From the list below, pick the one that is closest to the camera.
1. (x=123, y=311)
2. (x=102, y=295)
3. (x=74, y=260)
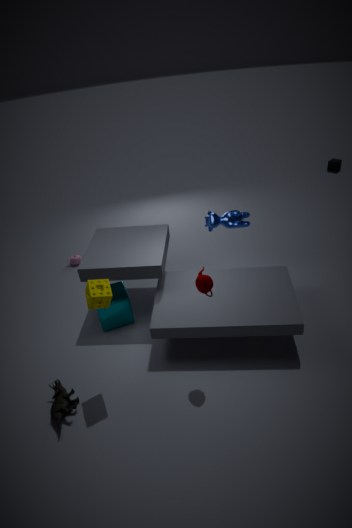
(x=102, y=295)
